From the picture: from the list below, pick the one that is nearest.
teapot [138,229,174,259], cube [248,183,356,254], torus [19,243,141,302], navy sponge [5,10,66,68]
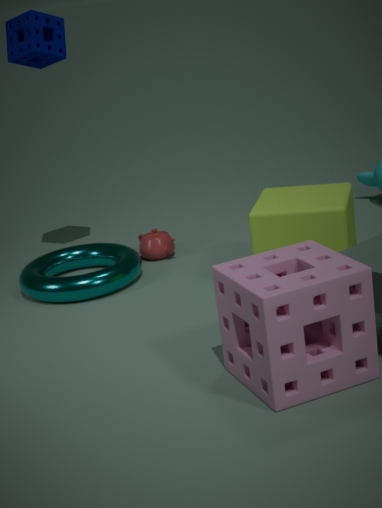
cube [248,183,356,254]
